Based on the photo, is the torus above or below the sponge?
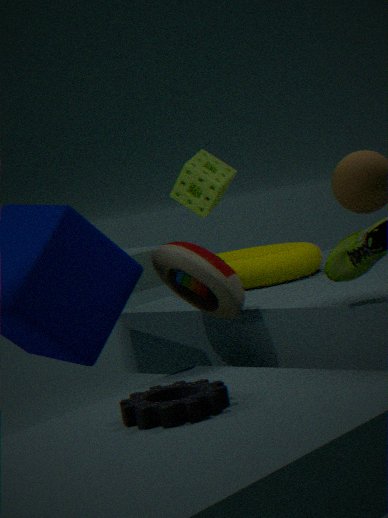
below
